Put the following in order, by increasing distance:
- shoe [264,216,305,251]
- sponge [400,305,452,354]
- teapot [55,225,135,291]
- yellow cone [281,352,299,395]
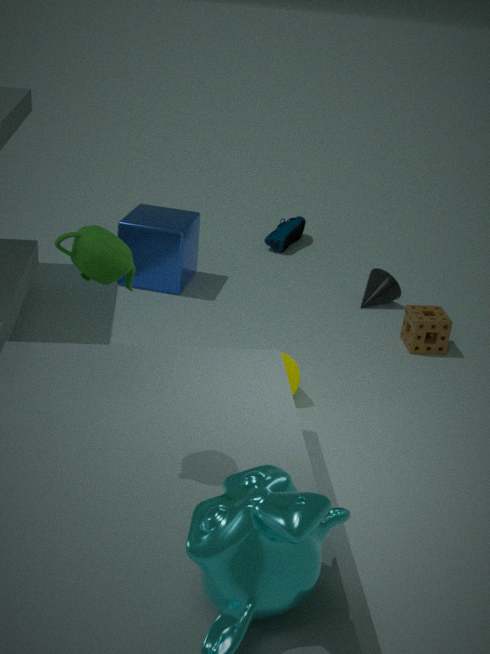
1. teapot [55,225,135,291]
2. yellow cone [281,352,299,395]
3. sponge [400,305,452,354]
4. shoe [264,216,305,251]
